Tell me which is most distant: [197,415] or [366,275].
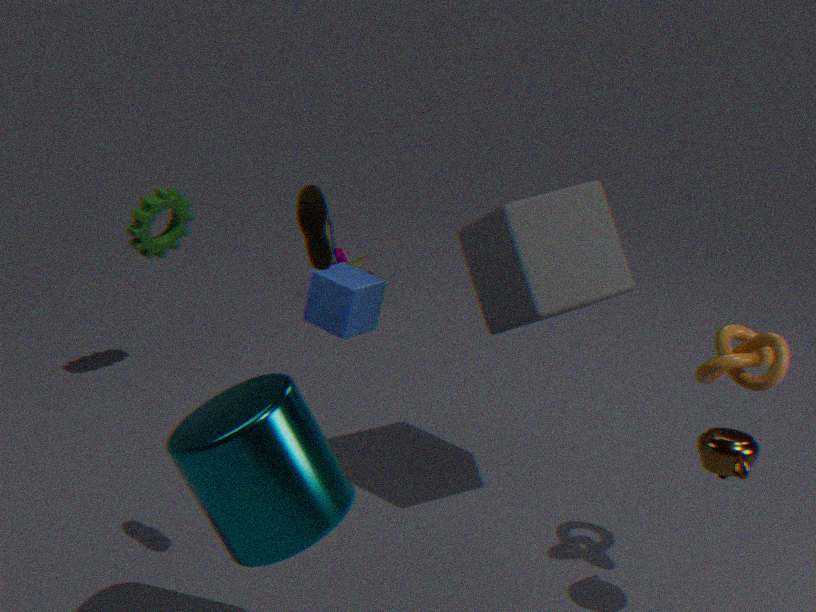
[366,275]
